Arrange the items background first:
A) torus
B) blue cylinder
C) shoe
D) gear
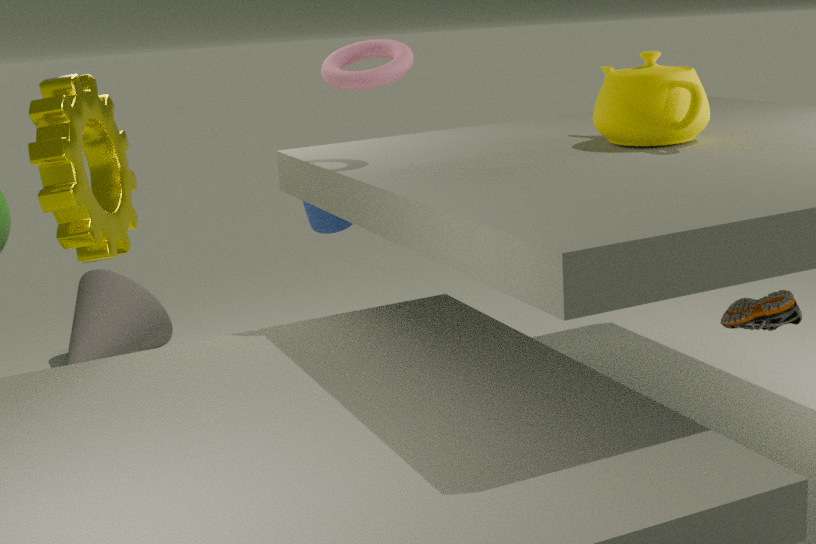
blue cylinder < torus < gear < shoe
